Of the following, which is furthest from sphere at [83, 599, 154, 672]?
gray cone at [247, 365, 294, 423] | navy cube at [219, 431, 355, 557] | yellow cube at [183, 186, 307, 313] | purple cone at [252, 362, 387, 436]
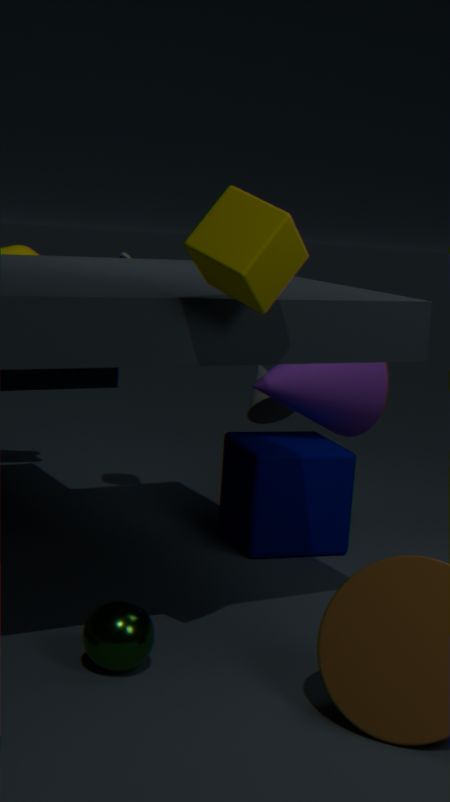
gray cone at [247, 365, 294, 423]
